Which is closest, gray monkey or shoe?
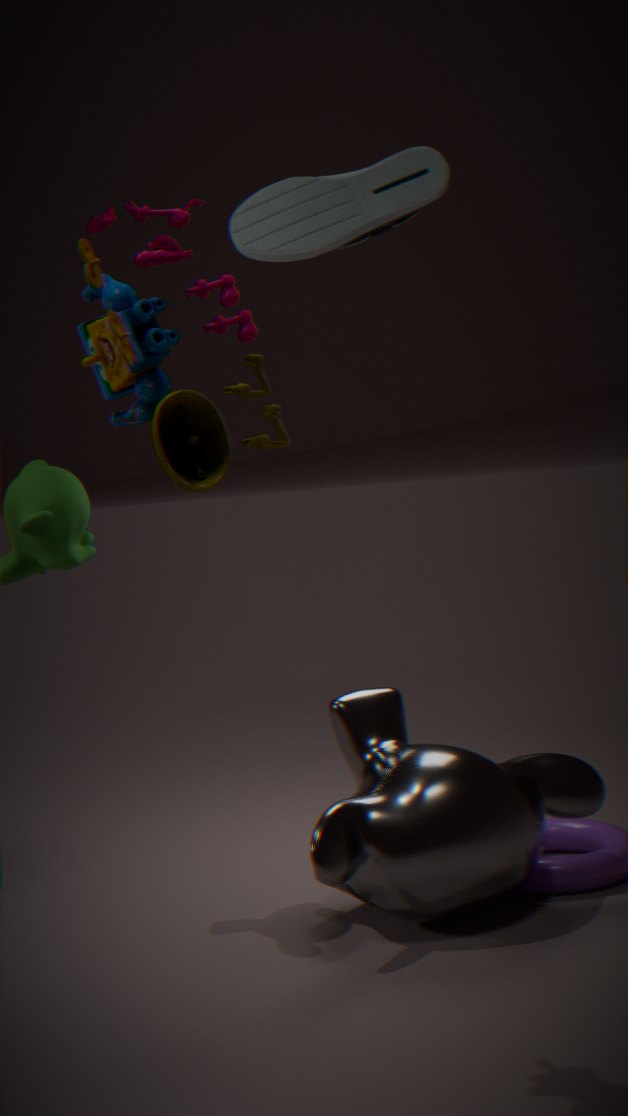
gray monkey
